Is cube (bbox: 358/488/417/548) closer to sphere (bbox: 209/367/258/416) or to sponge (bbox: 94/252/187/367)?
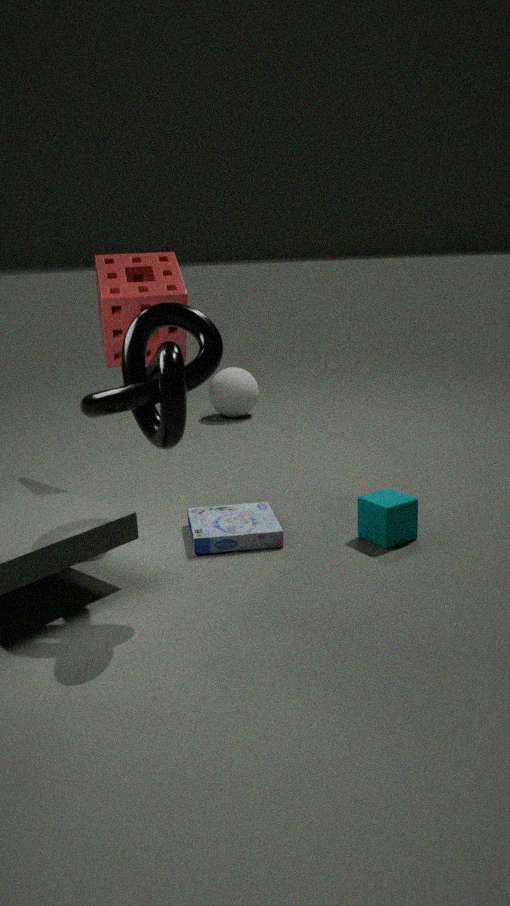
sponge (bbox: 94/252/187/367)
